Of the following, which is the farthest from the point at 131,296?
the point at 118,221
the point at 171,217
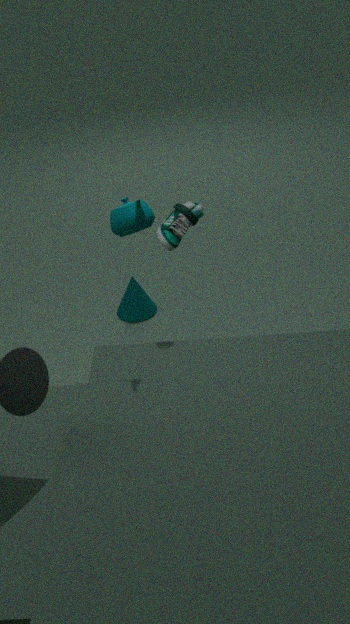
the point at 118,221
